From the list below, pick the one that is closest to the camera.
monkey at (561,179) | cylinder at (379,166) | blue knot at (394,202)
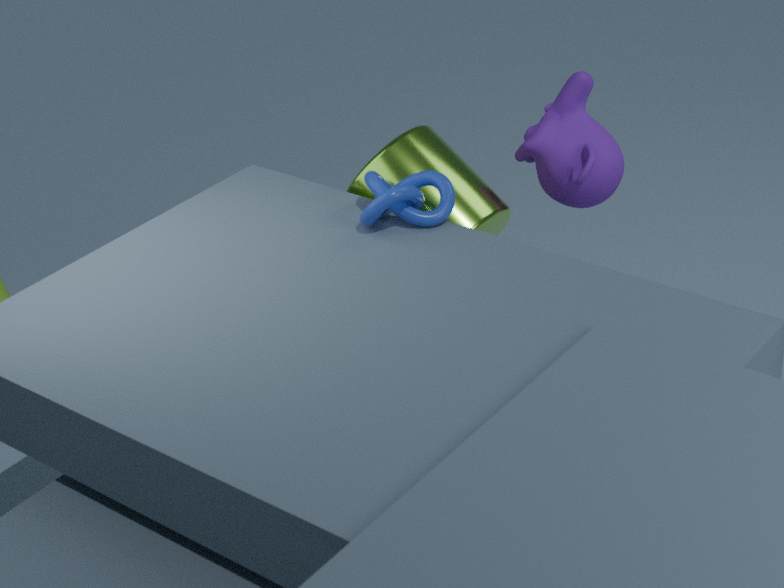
blue knot at (394,202)
